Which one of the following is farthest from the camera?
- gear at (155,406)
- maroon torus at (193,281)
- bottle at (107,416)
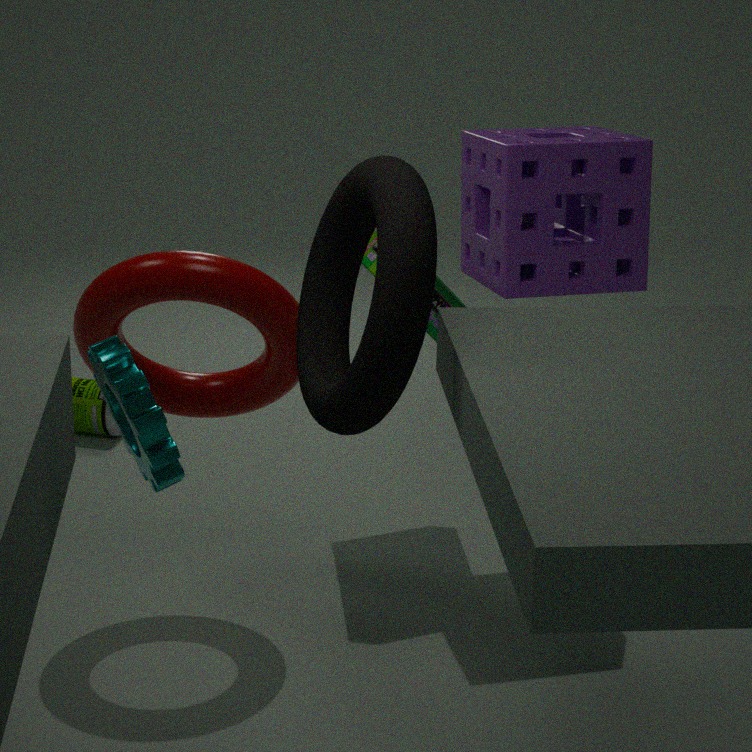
bottle at (107,416)
